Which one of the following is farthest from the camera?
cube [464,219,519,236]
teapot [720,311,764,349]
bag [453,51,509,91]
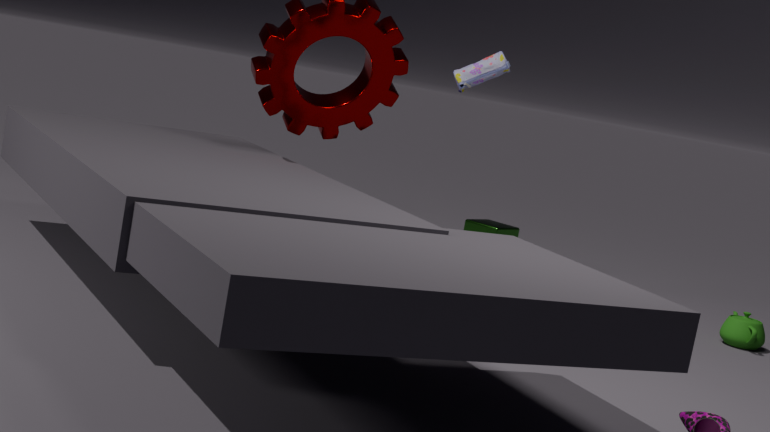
cube [464,219,519,236]
